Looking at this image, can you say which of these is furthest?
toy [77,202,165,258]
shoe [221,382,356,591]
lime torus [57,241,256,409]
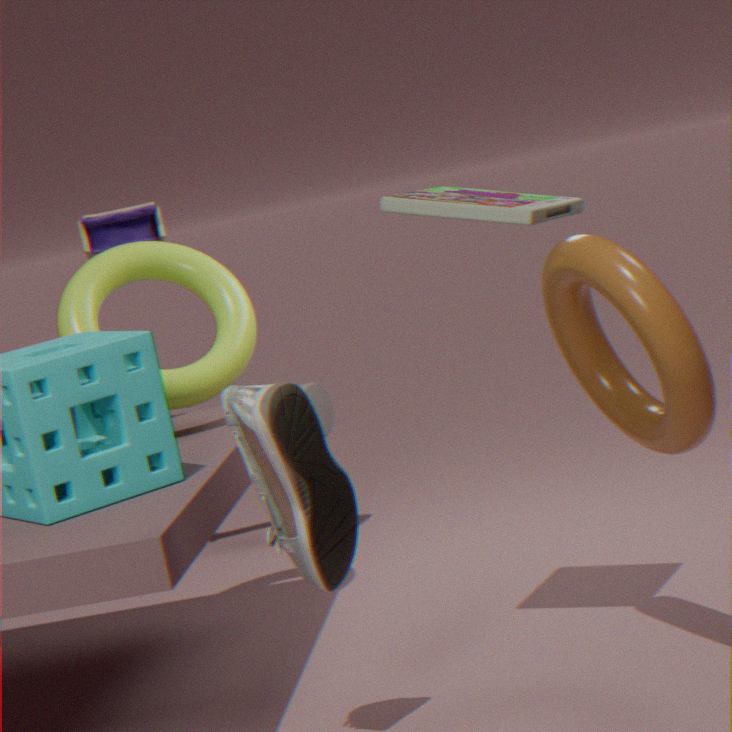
toy [77,202,165,258]
